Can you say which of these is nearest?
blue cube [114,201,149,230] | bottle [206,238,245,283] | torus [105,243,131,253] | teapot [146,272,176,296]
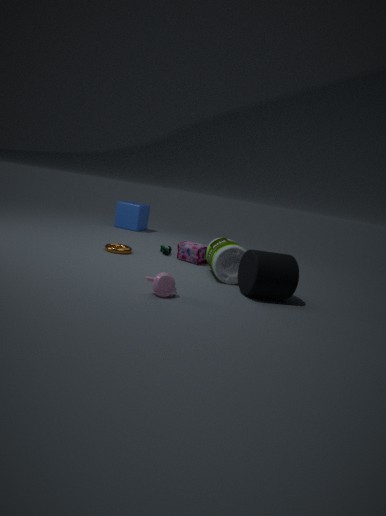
teapot [146,272,176,296]
